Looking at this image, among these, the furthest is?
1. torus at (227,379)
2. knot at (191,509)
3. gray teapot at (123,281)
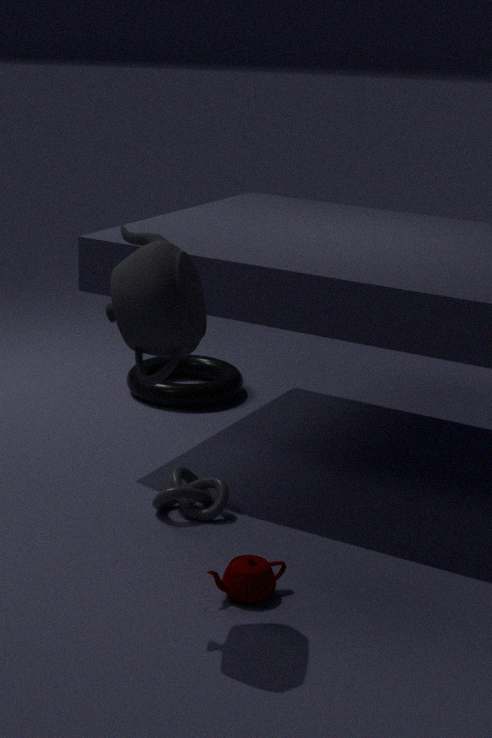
torus at (227,379)
